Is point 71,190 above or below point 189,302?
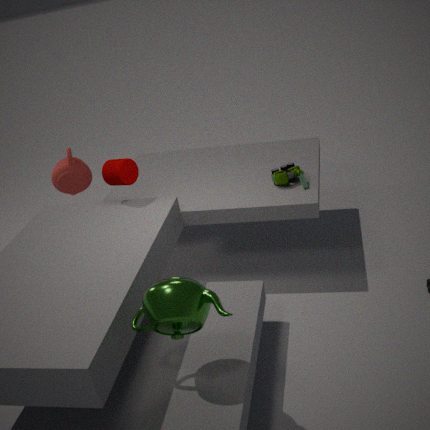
below
